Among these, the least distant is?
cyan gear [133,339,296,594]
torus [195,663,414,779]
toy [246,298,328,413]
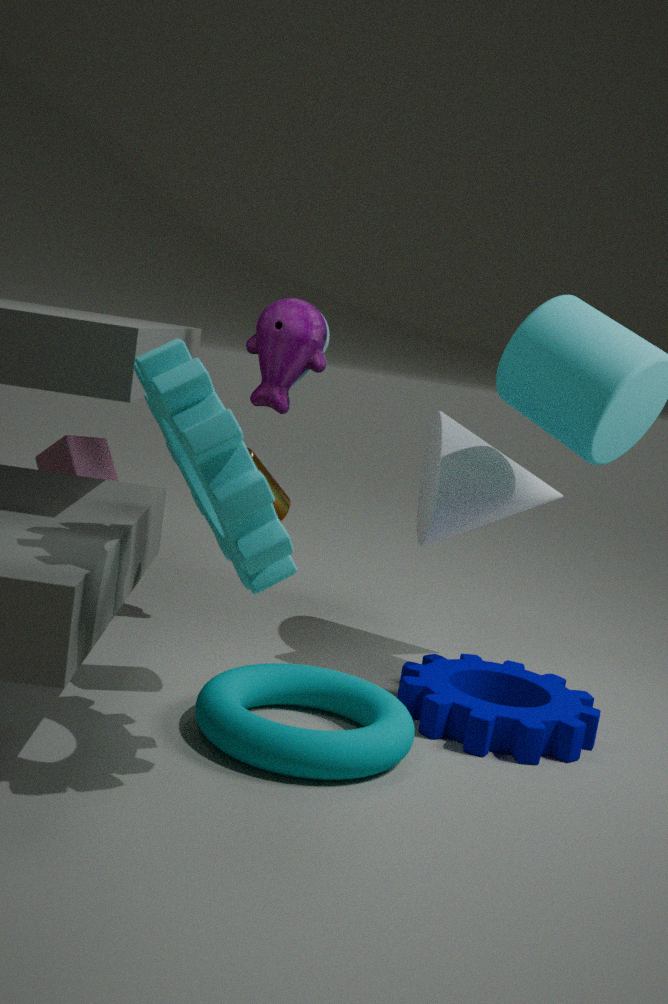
cyan gear [133,339,296,594]
